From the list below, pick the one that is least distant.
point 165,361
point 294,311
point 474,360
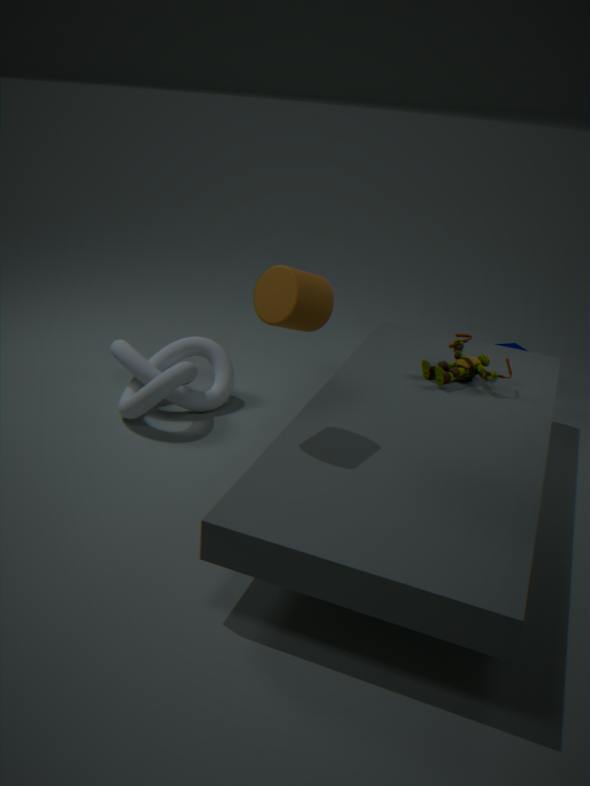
point 294,311
